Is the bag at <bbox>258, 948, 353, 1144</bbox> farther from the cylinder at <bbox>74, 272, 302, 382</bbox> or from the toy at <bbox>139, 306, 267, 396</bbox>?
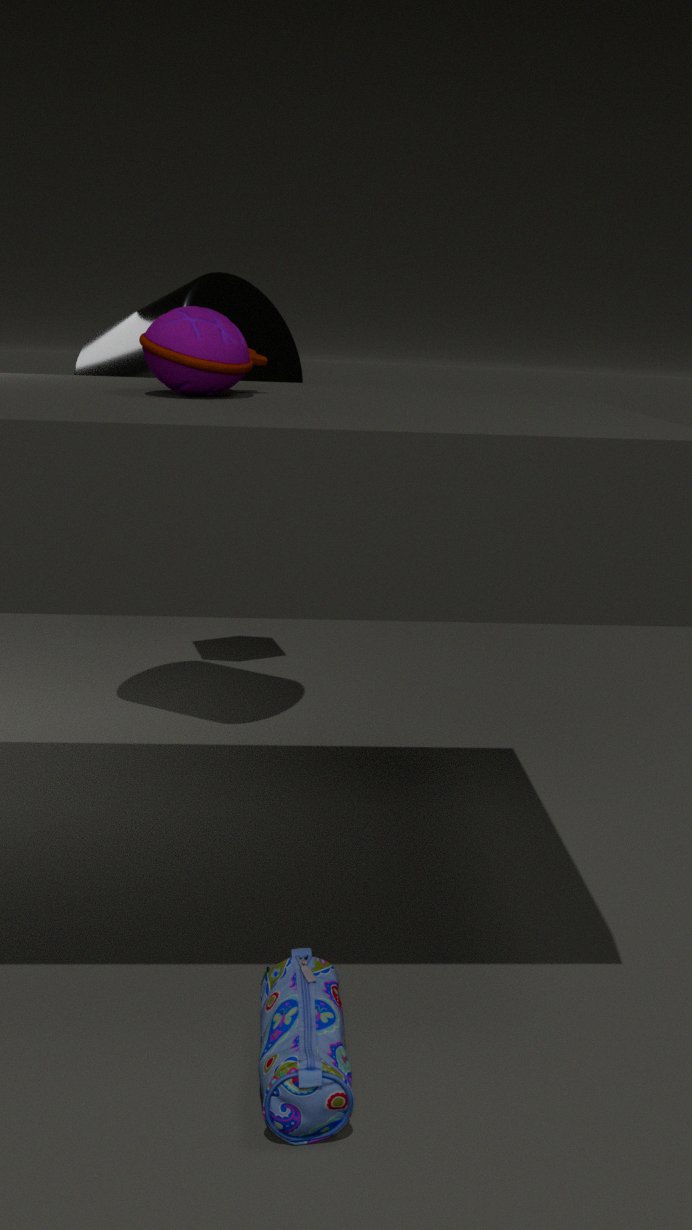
the cylinder at <bbox>74, 272, 302, 382</bbox>
